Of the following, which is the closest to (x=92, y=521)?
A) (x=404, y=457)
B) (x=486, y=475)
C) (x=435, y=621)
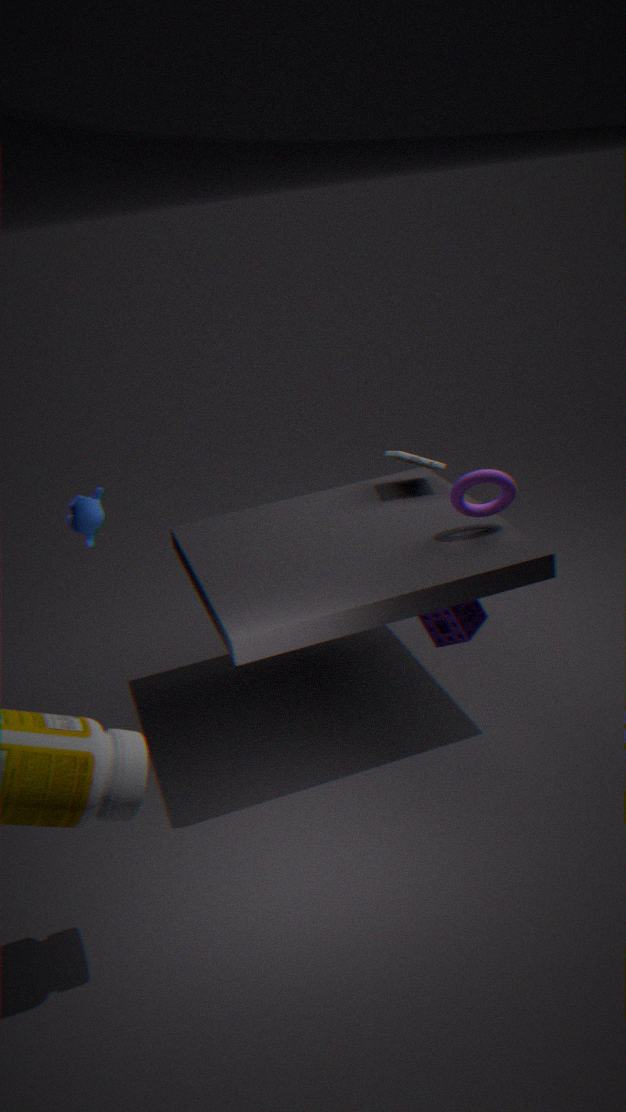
(x=404, y=457)
